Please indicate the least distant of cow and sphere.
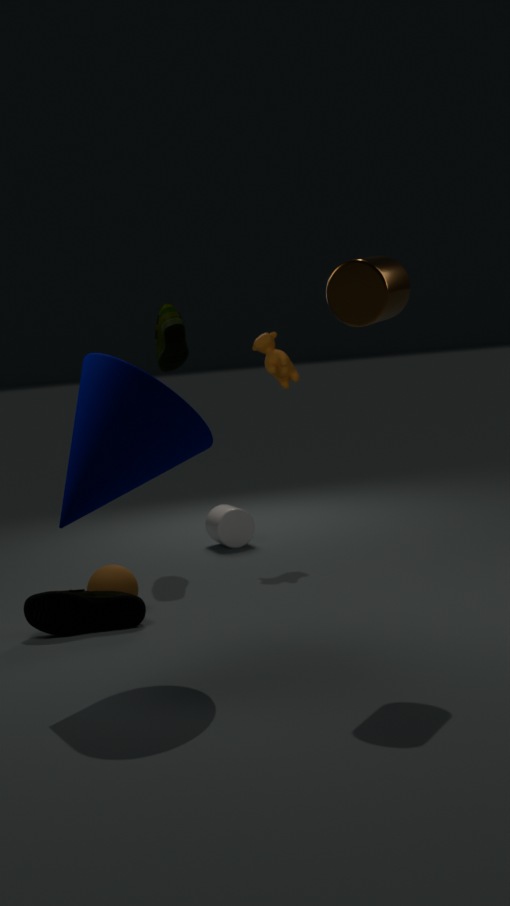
sphere
